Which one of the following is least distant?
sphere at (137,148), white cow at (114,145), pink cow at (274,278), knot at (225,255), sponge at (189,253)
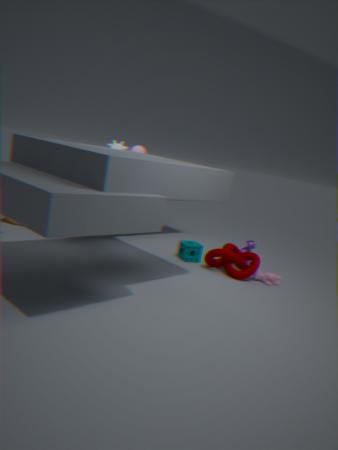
knot at (225,255)
